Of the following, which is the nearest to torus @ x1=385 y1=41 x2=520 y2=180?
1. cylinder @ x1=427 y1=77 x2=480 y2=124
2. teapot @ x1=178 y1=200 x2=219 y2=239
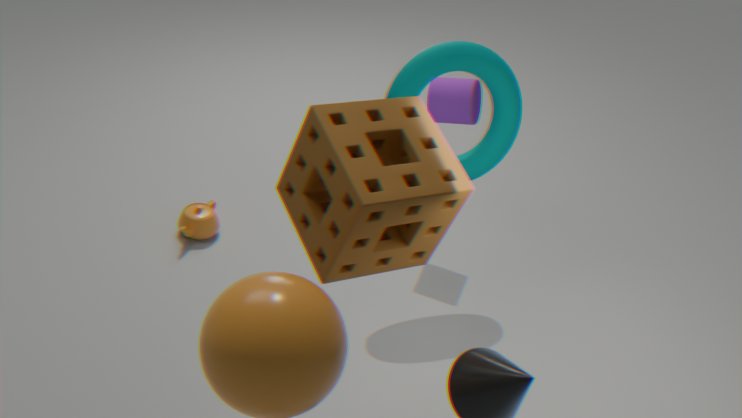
cylinder @ x1=427 y1=77 x2=480 y2=124
